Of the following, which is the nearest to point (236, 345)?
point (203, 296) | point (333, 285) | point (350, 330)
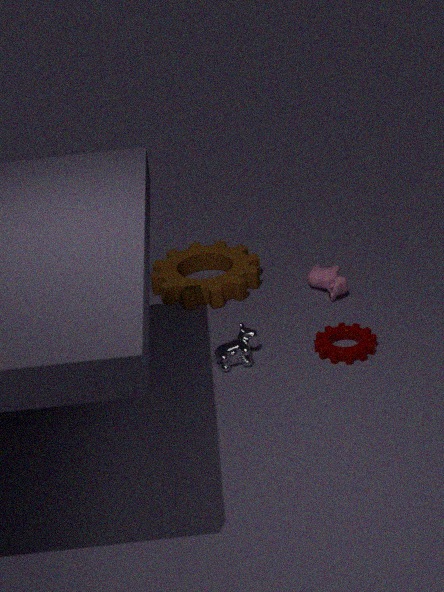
point (350, 330)
